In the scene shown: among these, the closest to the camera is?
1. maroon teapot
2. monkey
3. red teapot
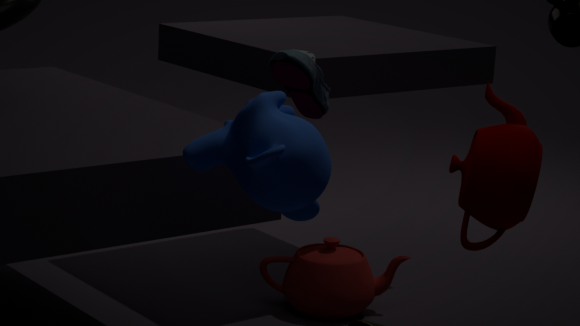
monkey
